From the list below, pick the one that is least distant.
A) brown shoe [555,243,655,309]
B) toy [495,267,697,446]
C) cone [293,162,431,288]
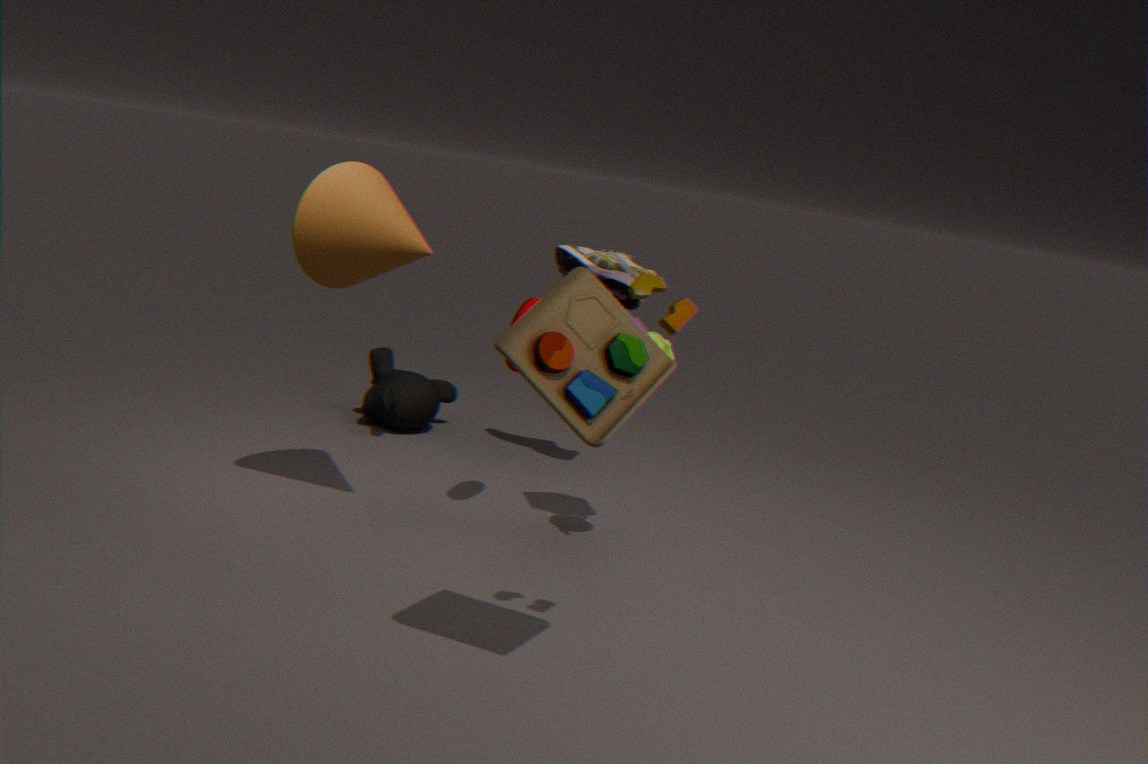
toy [495,267,697,446]
